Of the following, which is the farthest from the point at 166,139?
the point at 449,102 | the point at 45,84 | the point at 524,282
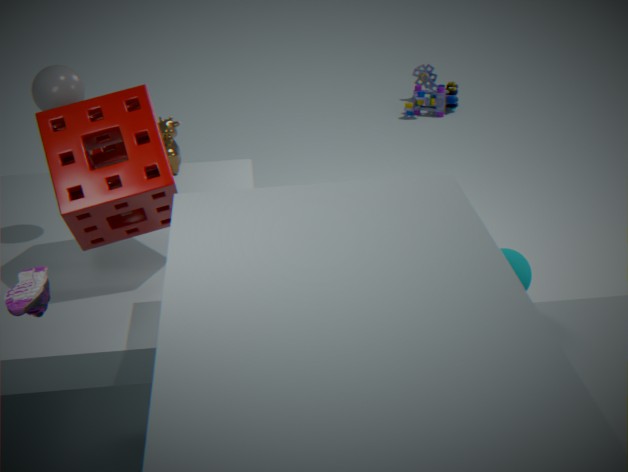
the point at 449,102
